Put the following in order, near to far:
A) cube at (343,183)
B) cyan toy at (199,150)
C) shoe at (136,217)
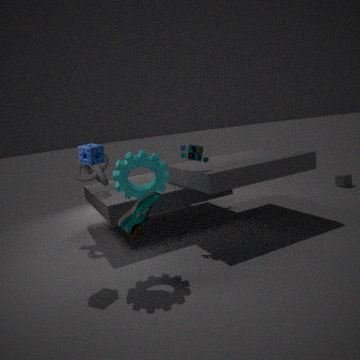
shoe at (136,217) < cyan toy at (199,150) < cube at (343,183)
